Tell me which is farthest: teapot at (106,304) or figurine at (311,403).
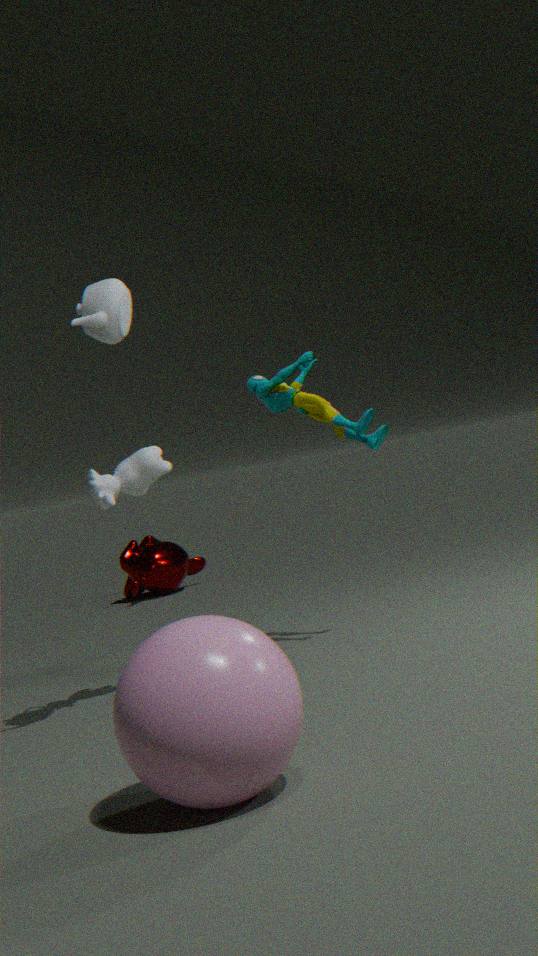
figurine at (311,403)
